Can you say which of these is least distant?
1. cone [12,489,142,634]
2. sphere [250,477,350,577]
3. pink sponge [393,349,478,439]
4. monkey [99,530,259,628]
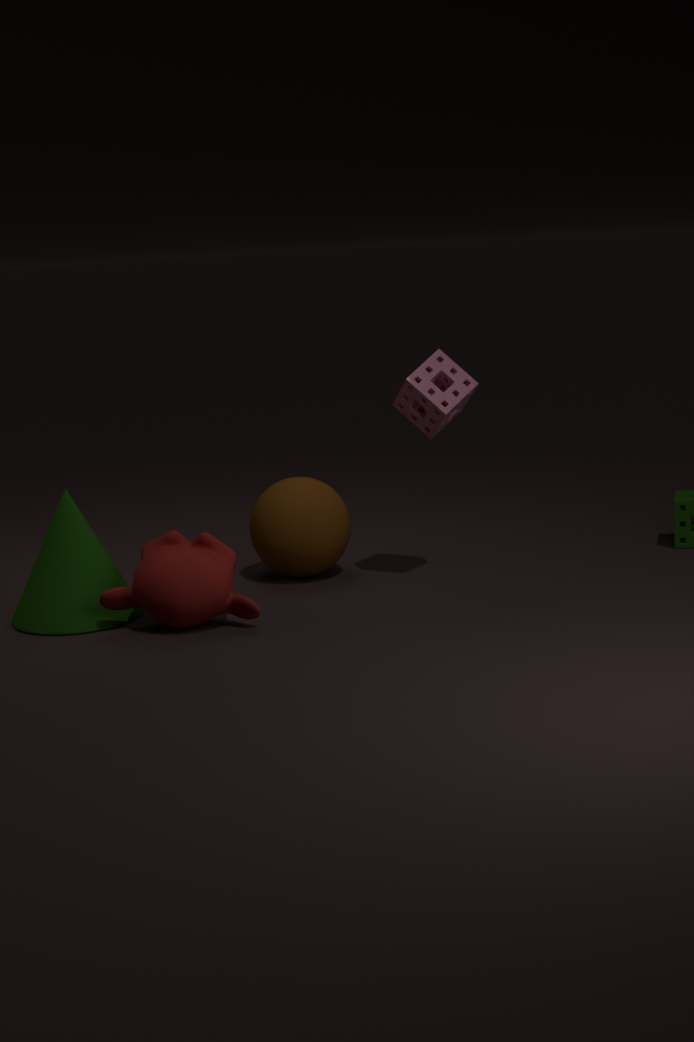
monkey [99,530,259,628]
